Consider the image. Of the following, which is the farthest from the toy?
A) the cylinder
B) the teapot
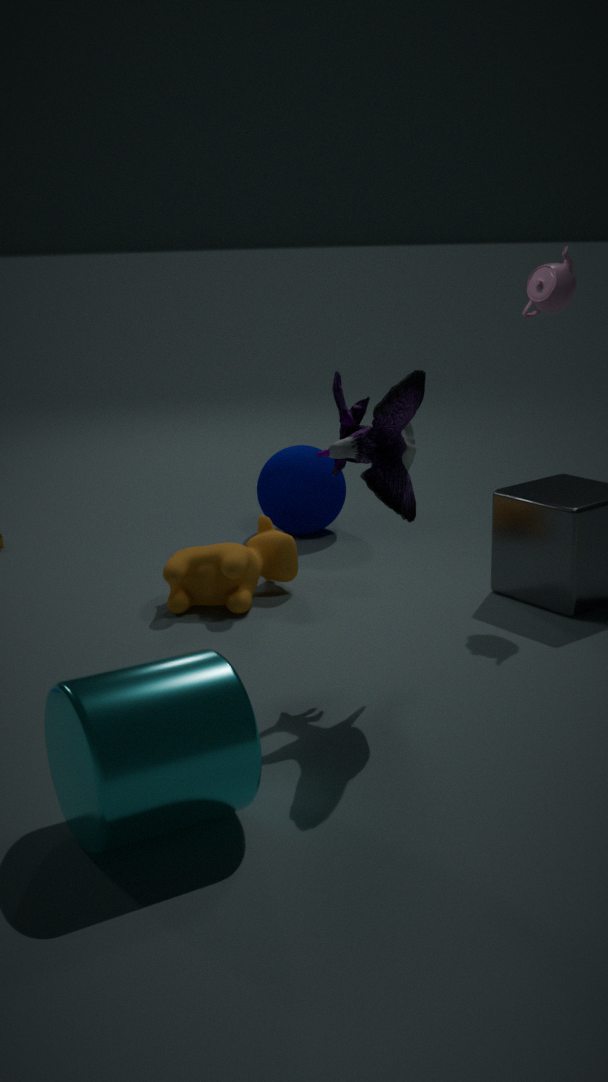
the teapot
